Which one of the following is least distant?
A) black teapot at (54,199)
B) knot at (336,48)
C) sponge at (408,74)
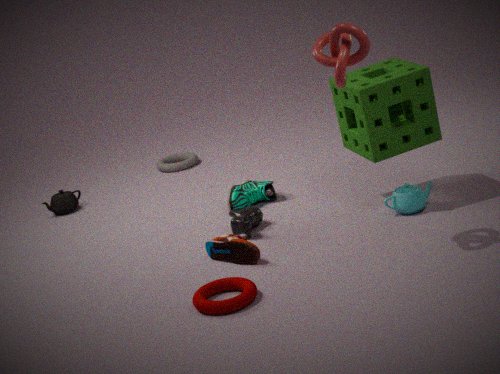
B. knot at (336,48)
